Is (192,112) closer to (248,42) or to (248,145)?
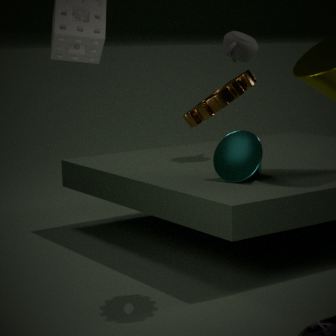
(248,145)
